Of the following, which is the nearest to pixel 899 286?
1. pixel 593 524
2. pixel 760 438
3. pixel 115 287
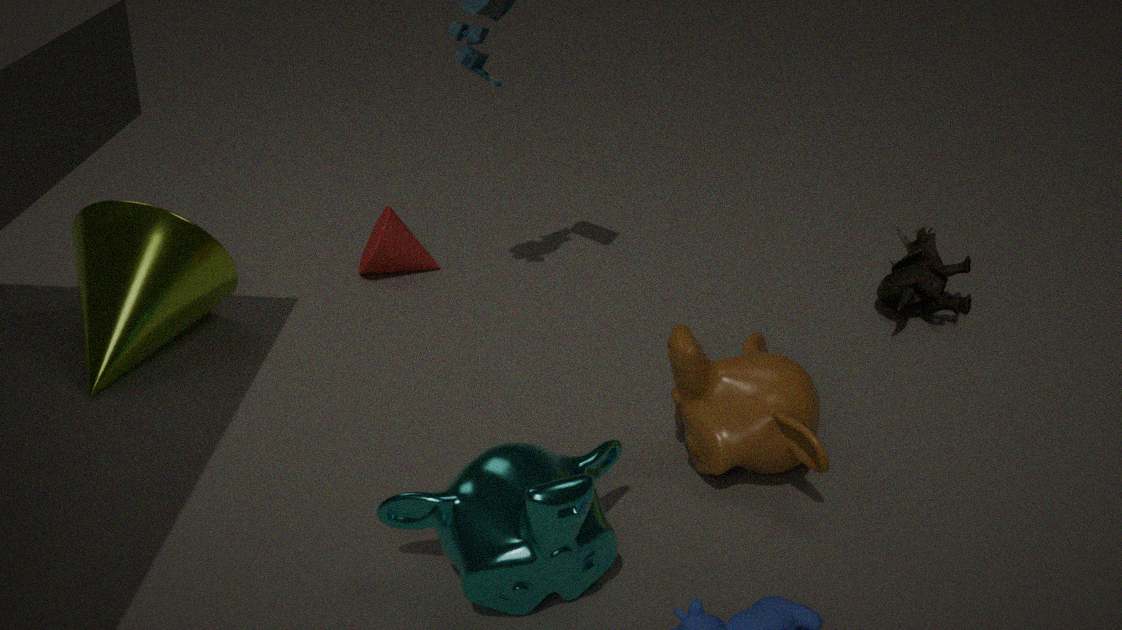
pixel 760 438
